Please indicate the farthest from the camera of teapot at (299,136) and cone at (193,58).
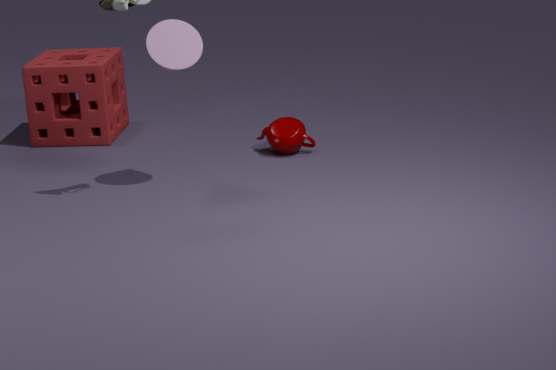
teapot at (299,136)
